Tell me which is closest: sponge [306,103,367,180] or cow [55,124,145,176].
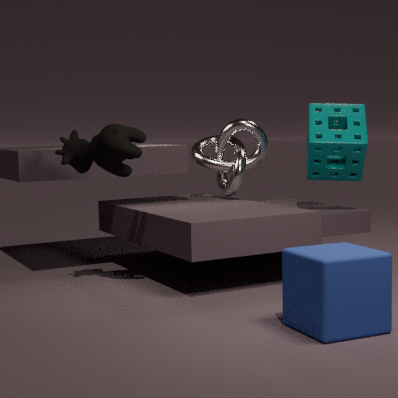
cow [55,124,145,176]
